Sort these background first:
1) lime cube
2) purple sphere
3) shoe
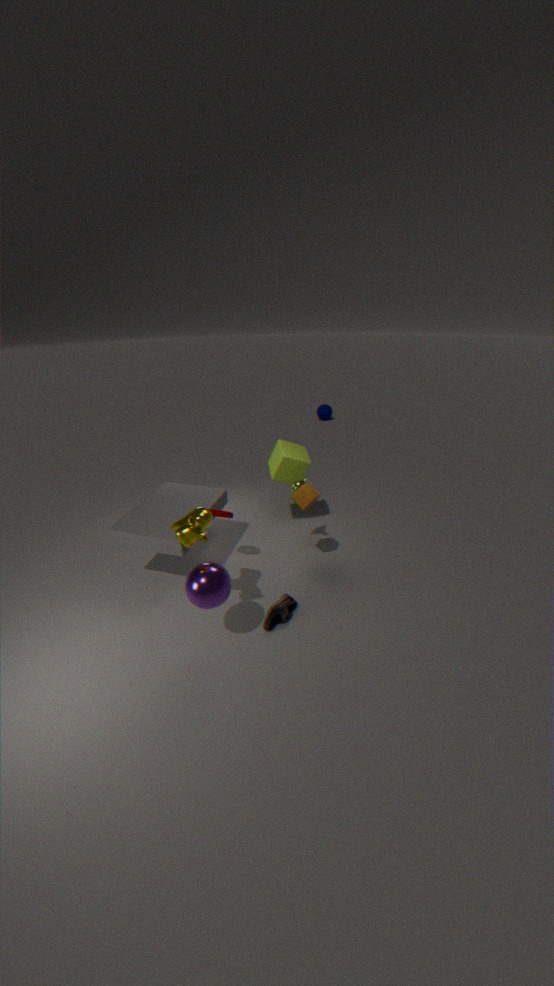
1. lime cube < 3. shoe < 2. purple sphere
